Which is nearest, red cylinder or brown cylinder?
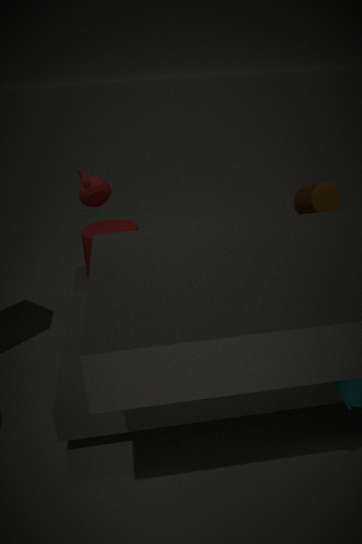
brown cylinder
